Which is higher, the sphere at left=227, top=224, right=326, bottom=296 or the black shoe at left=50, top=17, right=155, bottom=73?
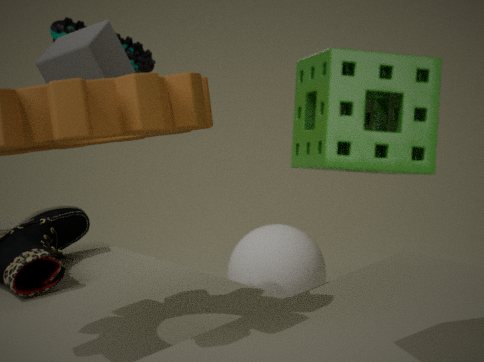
the black shoe at left=50, top=17, right=155, bottom=73
